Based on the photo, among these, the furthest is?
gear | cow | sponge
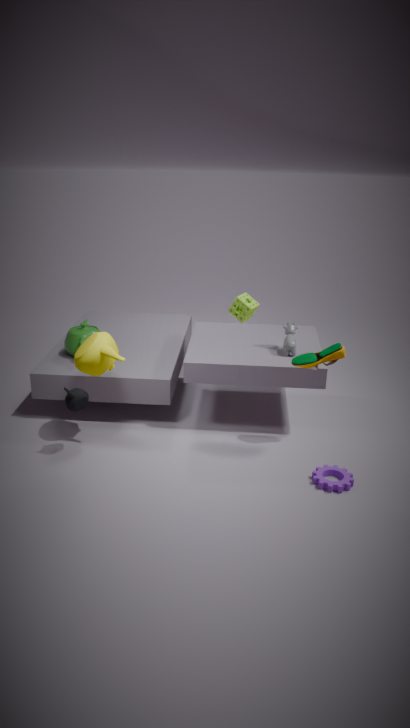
sponge
